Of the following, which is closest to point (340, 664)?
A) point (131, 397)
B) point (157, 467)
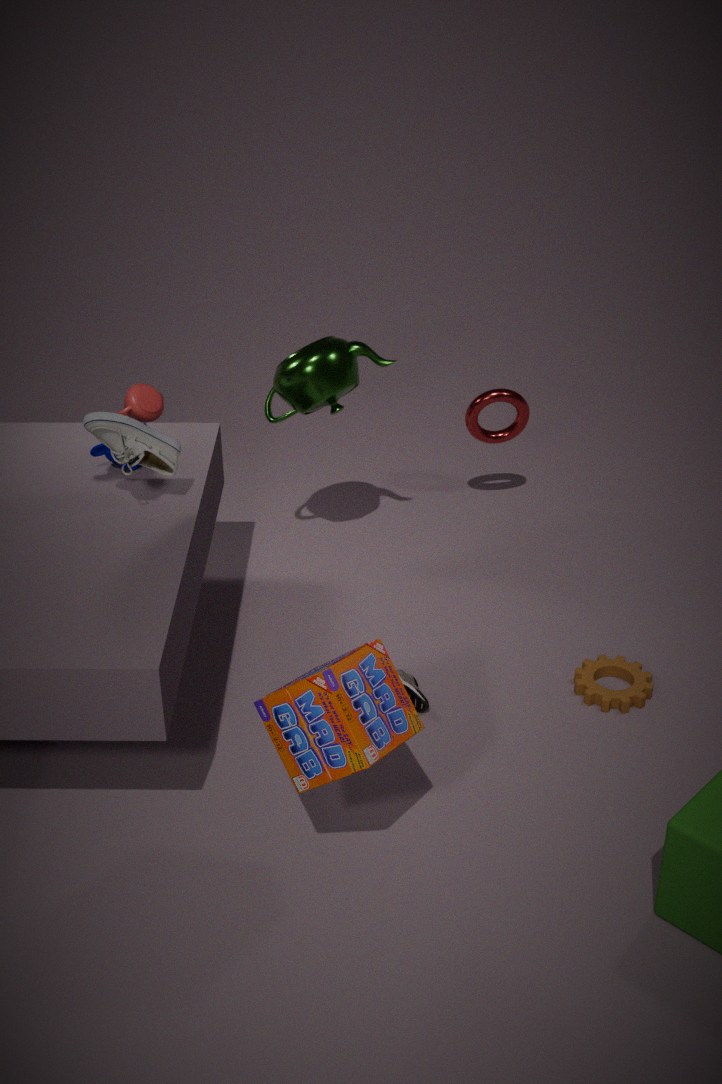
point (157, 467)
